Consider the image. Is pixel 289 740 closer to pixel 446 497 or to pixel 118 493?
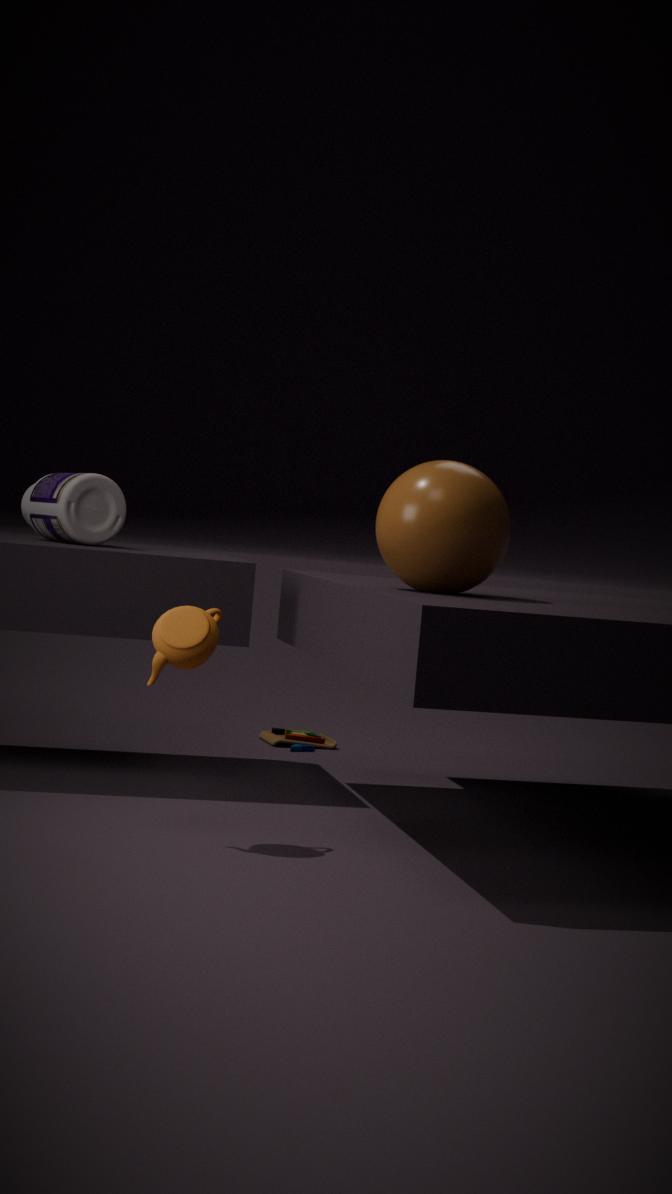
pixel 118 493
